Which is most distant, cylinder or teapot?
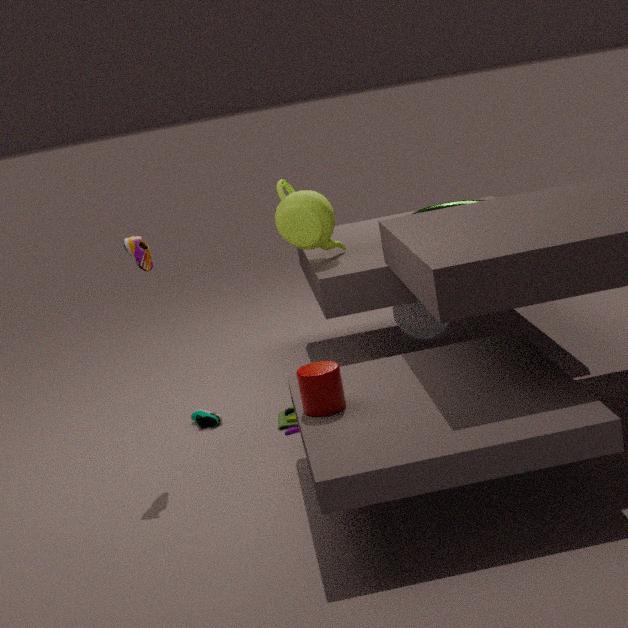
teapot
